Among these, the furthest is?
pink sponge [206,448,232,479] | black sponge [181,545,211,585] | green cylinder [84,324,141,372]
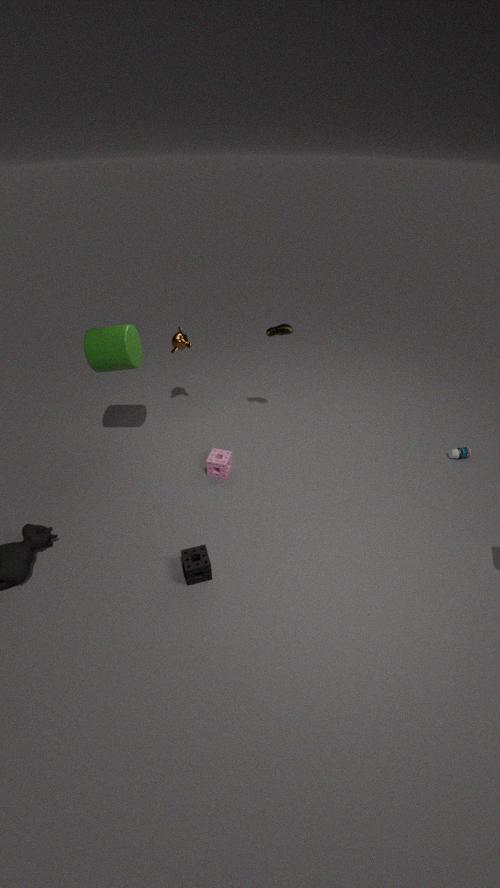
pink sponge [206,448,232,479]
